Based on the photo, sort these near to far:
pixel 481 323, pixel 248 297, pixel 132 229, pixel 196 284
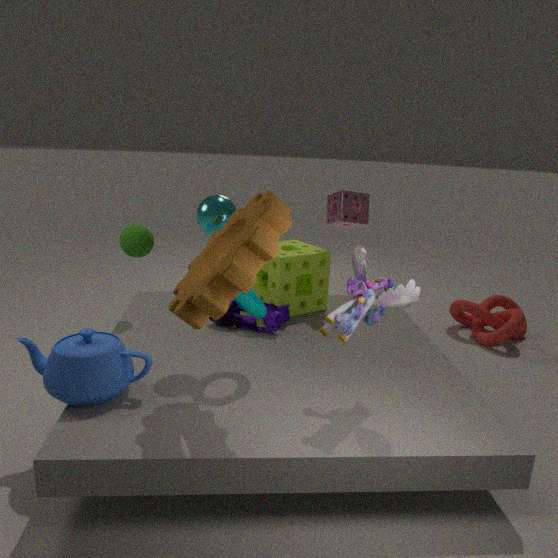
1. pixel 196 284
2. pixel 248 297
3. pixel 132 229
4. pixel 481 323
